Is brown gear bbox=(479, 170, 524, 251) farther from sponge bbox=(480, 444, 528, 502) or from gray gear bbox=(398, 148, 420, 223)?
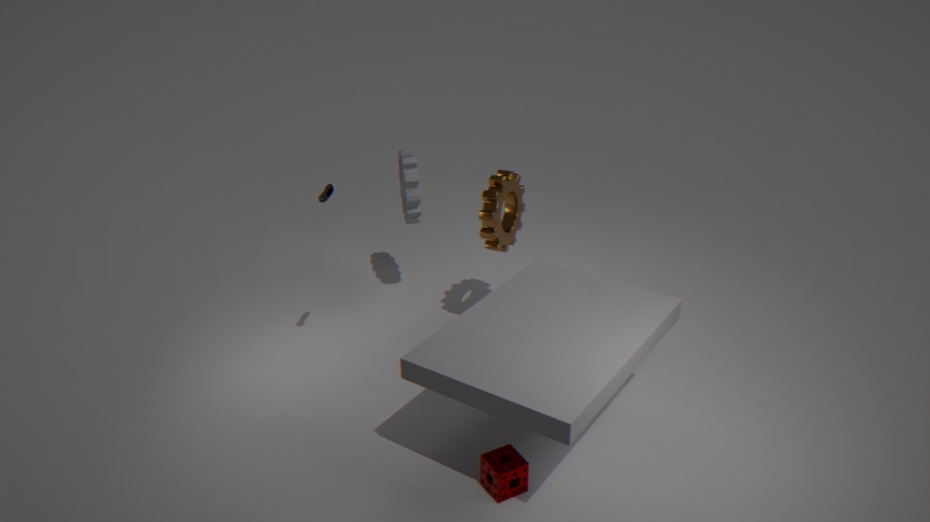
sponge bbox=(480, 444, 528, 502)
